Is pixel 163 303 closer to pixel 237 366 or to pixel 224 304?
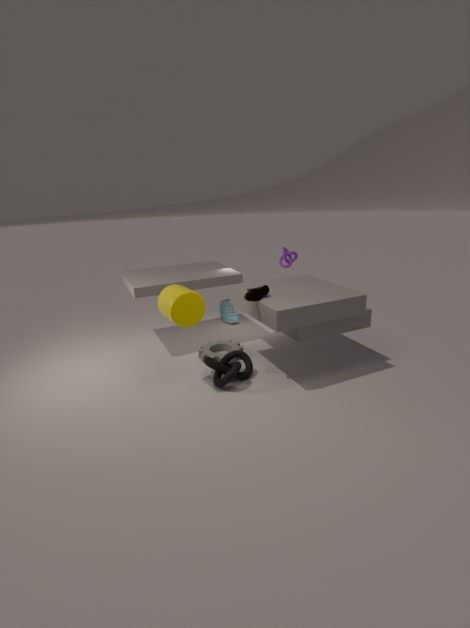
pixel 237 366
